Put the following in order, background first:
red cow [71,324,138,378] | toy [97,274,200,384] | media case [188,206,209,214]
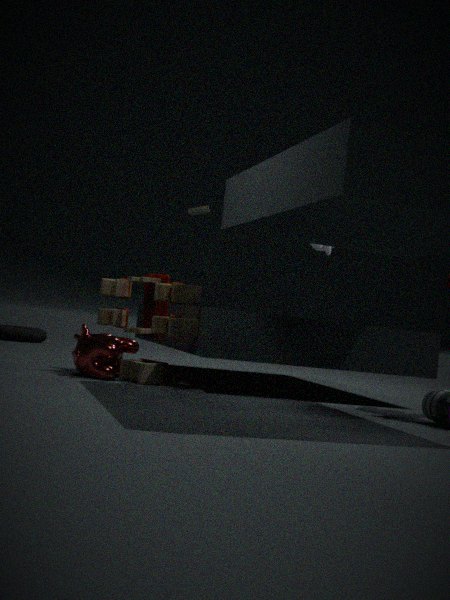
media case [188,206,209,214]
red cow [71,324,138,378]
toy [97,274,200,384]
